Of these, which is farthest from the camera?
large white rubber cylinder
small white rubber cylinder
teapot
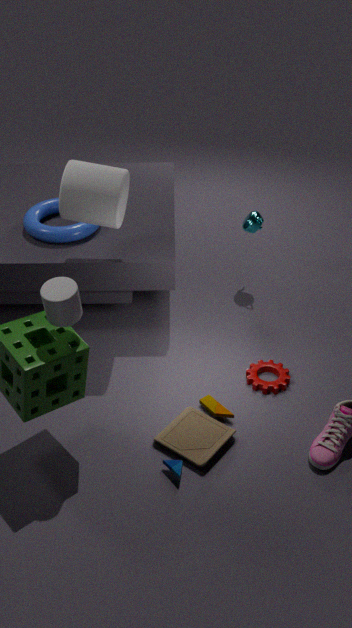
teapot
